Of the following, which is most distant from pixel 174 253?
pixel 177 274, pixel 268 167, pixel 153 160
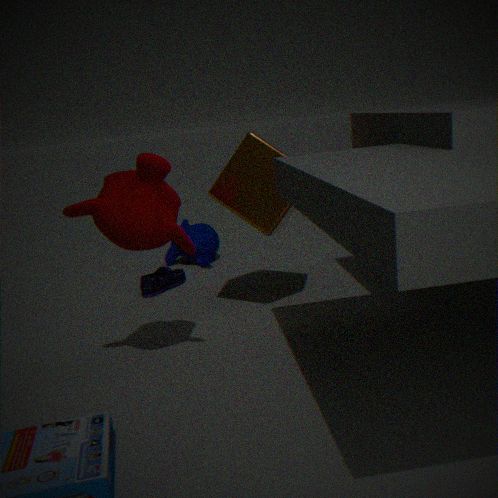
pixel 153 160
